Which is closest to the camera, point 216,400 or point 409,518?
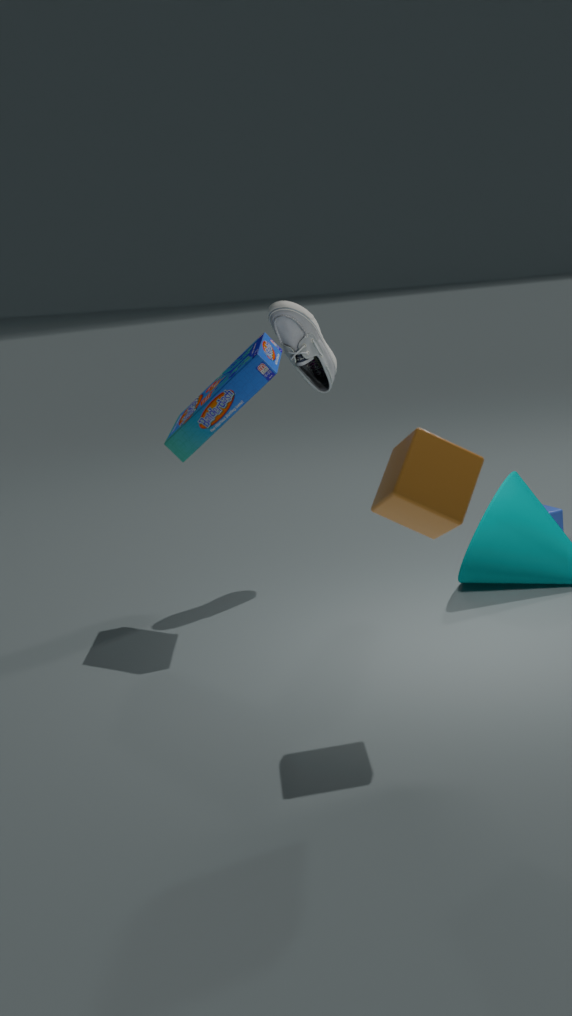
point 409,518
